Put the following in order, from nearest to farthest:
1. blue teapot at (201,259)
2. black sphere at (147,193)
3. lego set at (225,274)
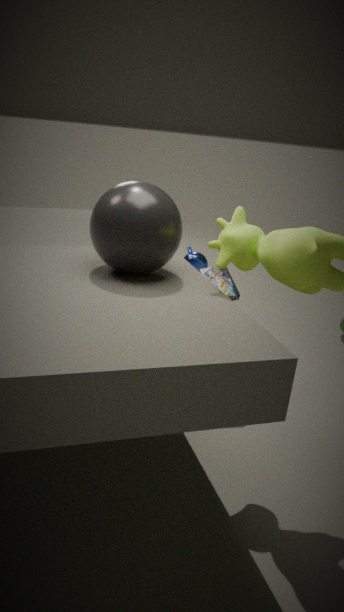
black sphere at (147,193), lego set at (225,274), blue teapot at (201,259)
